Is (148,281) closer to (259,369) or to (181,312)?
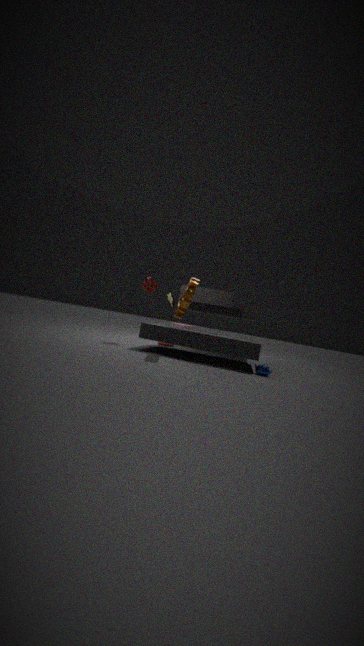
(181,312)
